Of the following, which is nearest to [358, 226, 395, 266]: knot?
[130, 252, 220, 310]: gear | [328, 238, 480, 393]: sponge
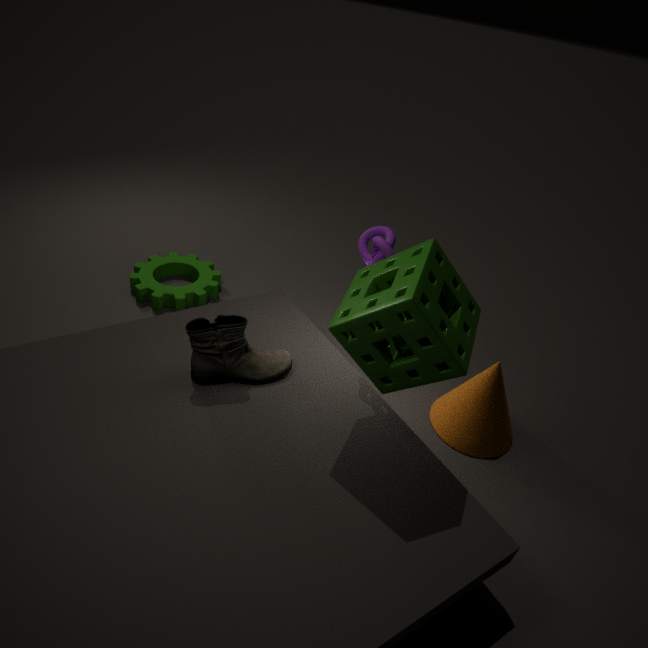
[328, 238, 480, 393]: sponge
